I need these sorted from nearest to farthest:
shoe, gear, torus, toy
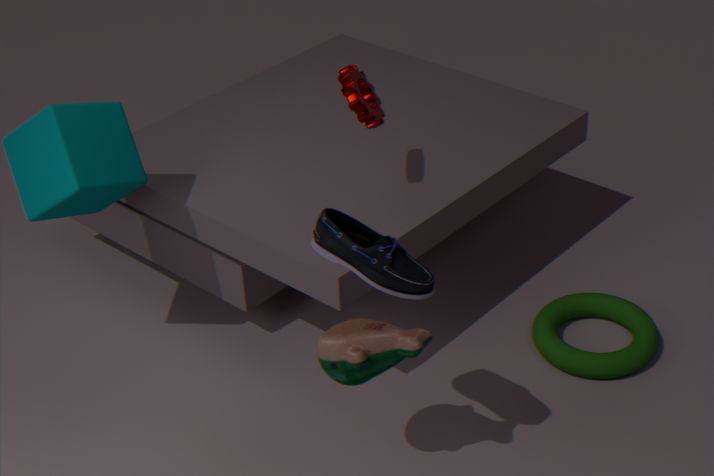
shoe < toy < gear < torus
